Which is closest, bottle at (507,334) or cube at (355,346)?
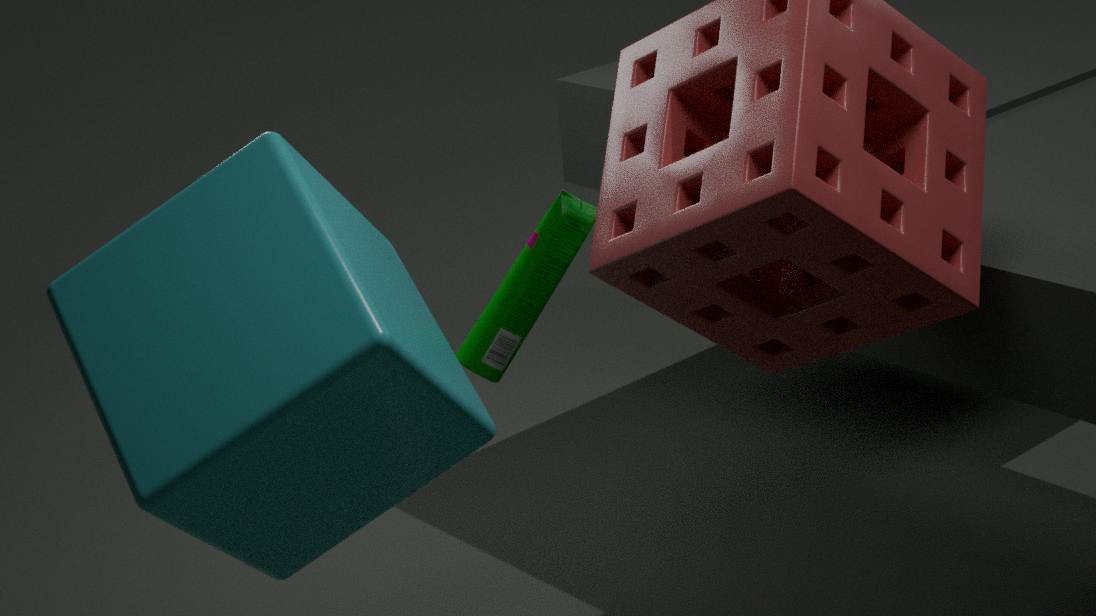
cube at (355,346)
